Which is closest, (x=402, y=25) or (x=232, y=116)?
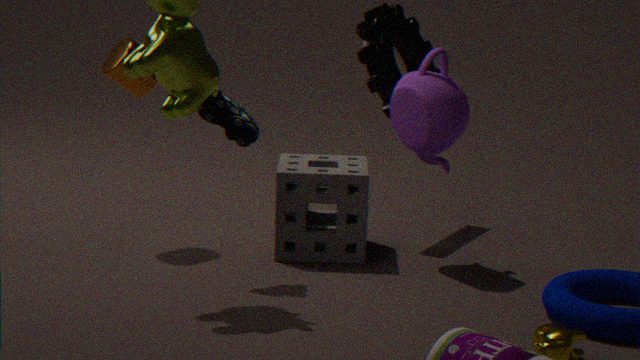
(x=232, y=116)
